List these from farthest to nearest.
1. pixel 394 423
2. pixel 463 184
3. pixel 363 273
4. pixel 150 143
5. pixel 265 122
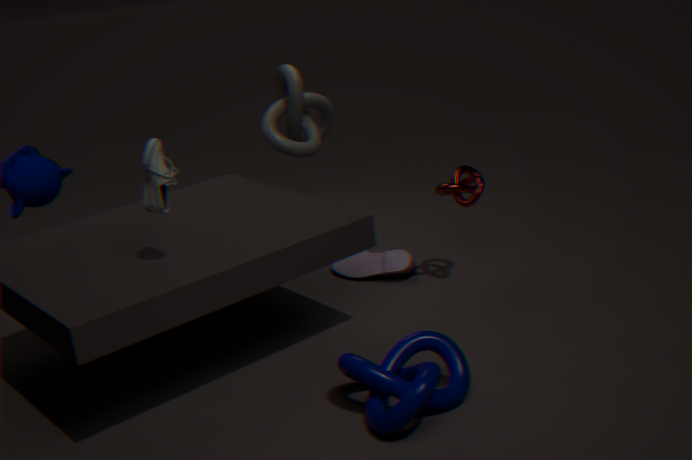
pixel 363 273, pixel 265 122, pixel 463 184, pixel 150 143, pixel 394 423
